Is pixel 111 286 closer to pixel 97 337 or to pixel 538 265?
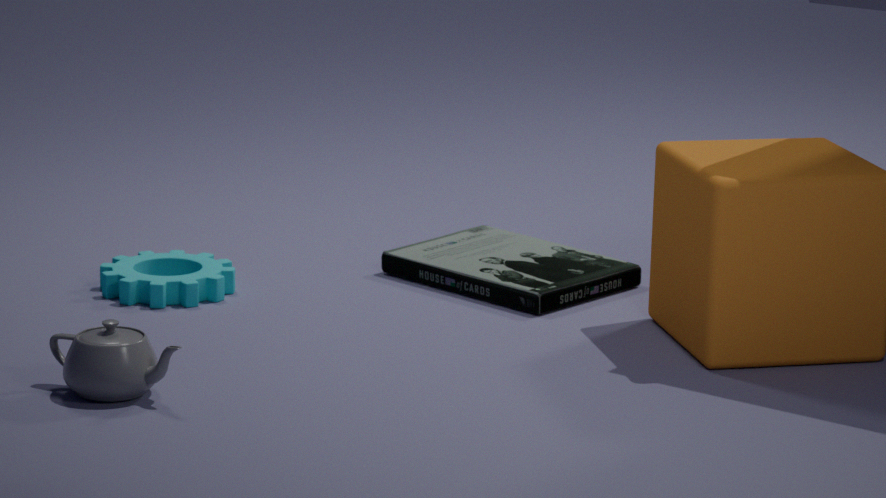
pixel 97 337
